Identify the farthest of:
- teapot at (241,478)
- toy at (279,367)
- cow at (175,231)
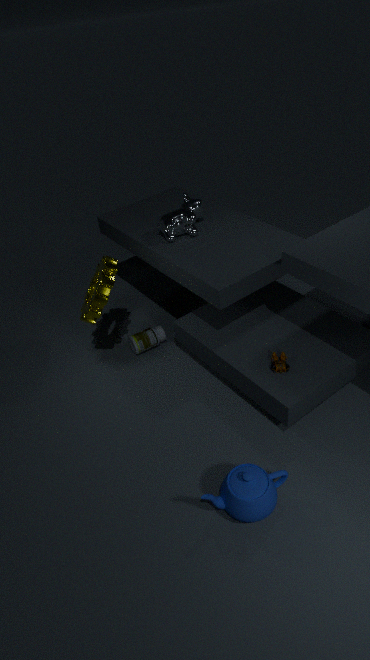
cow at (175,231)
